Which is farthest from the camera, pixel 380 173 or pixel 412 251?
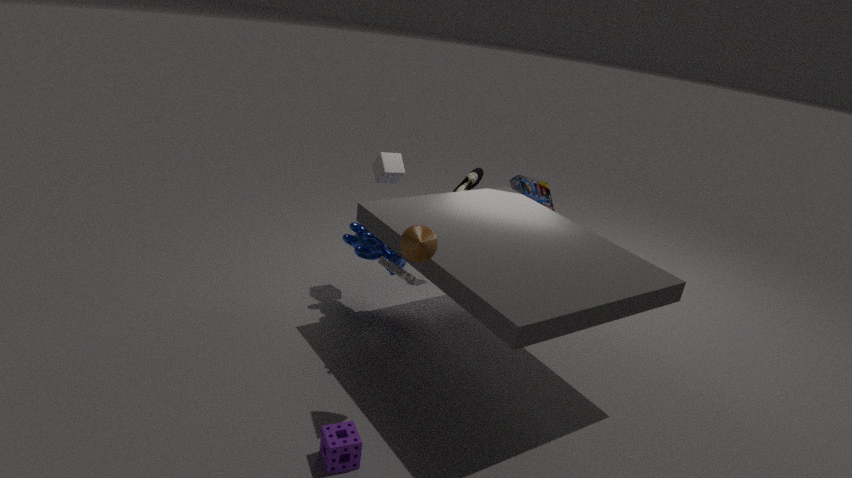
pixel 380 173
